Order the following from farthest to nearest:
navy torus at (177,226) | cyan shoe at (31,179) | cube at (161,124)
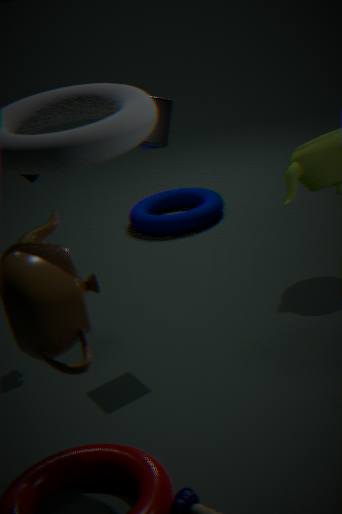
navy torus at (177,226)
cyan shoe at (31,179)
cube at (161,124)
